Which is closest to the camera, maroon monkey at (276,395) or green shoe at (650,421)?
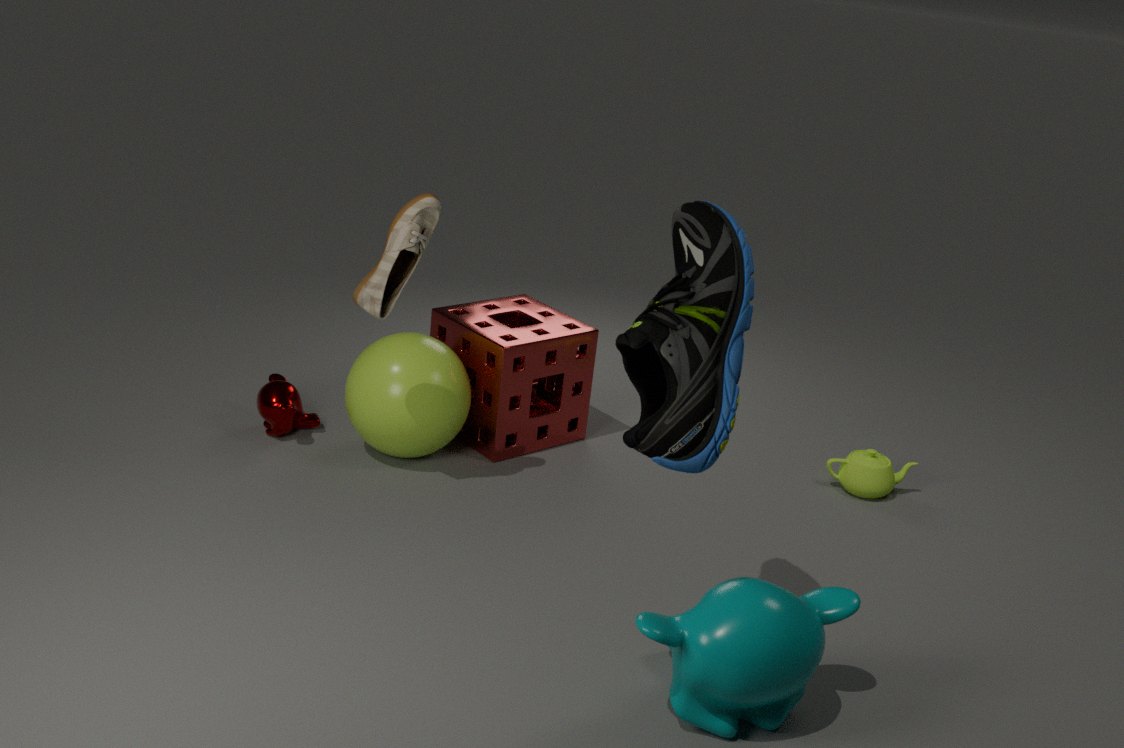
green shoe at (650,421)
